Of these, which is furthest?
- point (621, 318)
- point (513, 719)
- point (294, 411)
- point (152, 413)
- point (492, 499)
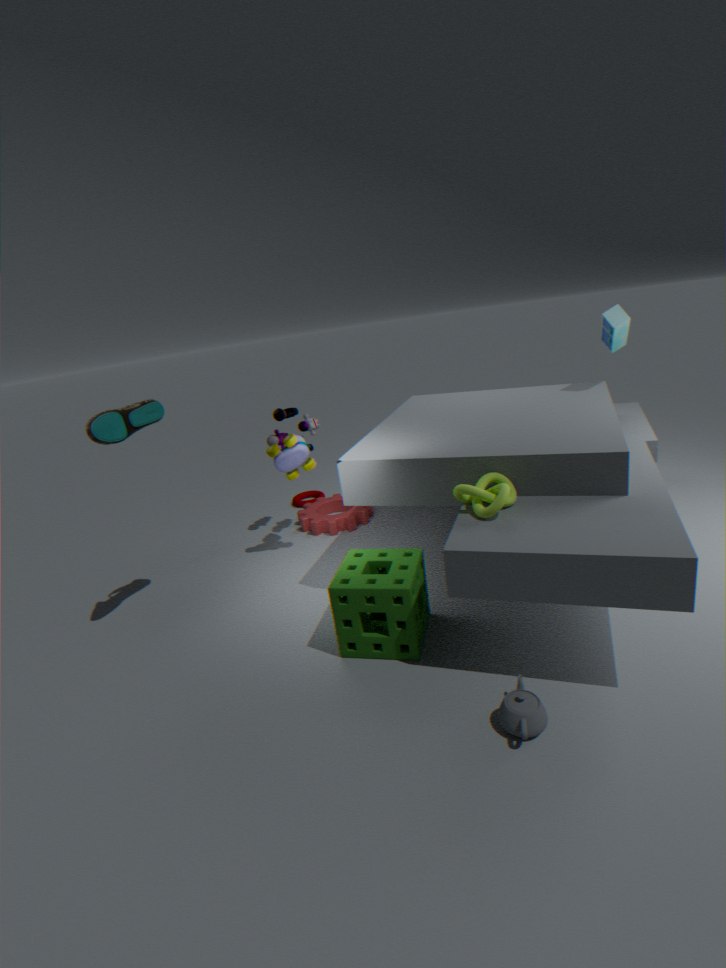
point (294, 411)
